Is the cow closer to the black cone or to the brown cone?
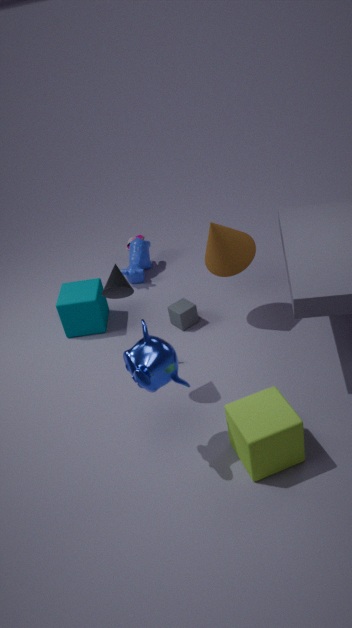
the brown cone
